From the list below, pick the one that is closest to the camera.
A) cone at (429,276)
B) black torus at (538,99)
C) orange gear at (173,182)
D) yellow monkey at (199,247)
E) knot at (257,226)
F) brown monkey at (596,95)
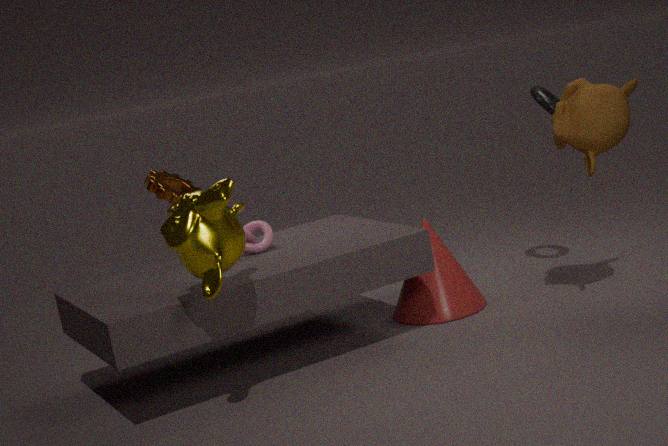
yellow monkey at (199,247)
